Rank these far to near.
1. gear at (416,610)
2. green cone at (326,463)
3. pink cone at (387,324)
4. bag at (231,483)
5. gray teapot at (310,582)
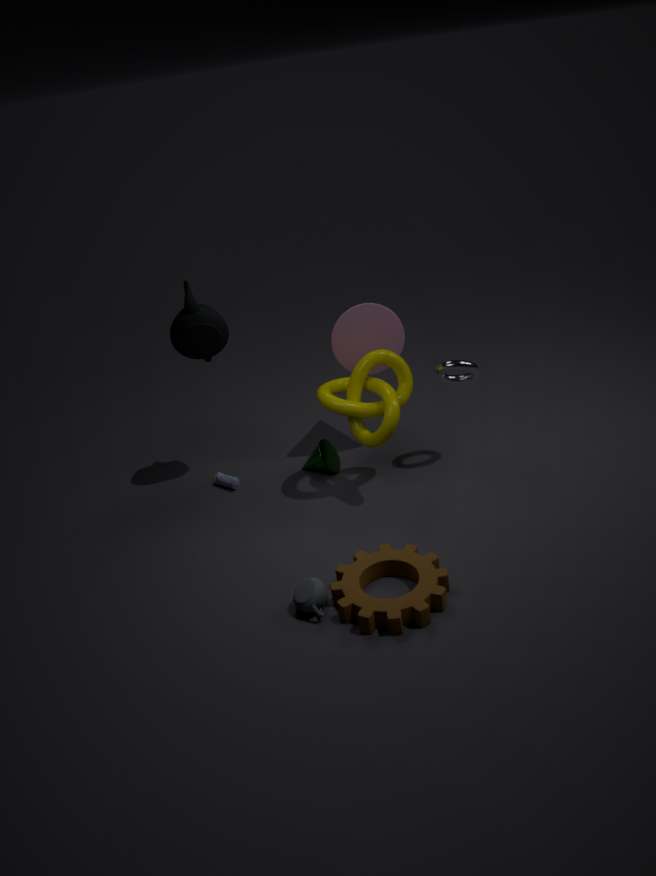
bag at (231,483) < green cone at (326,463) < pink cone at (387,324) < gray teapot at (310,582) < gear at (416,610)
